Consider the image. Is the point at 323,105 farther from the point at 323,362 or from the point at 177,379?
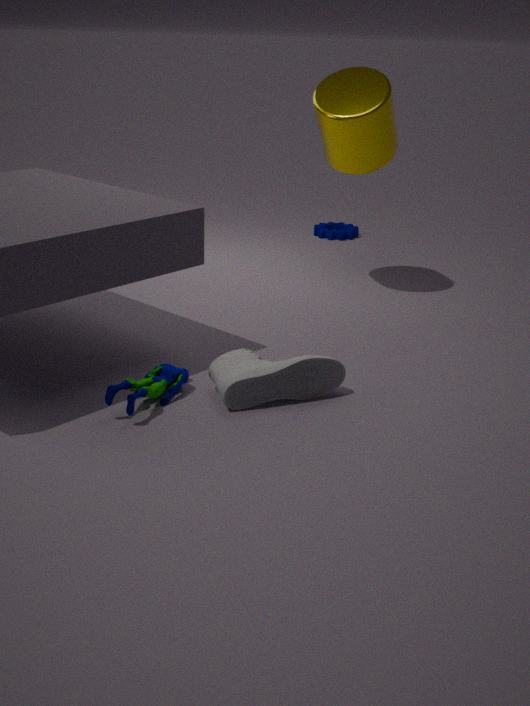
the point at 177,379
